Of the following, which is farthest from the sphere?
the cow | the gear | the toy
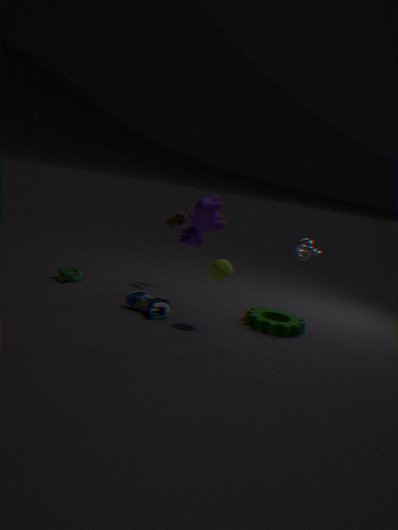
the toy
